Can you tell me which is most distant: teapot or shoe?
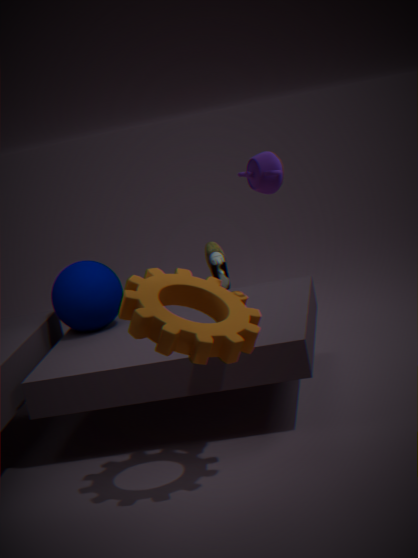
shoe
